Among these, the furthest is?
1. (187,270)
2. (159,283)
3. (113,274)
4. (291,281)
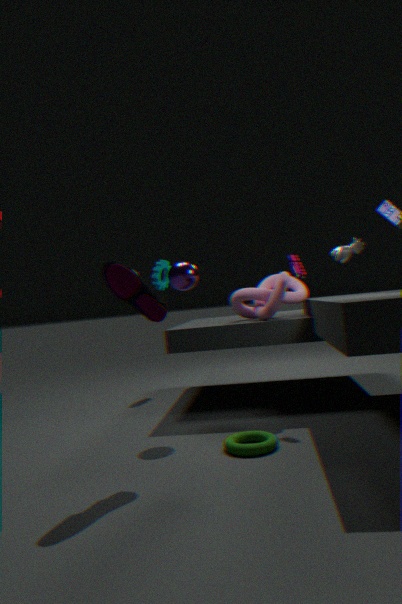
(159,283)
